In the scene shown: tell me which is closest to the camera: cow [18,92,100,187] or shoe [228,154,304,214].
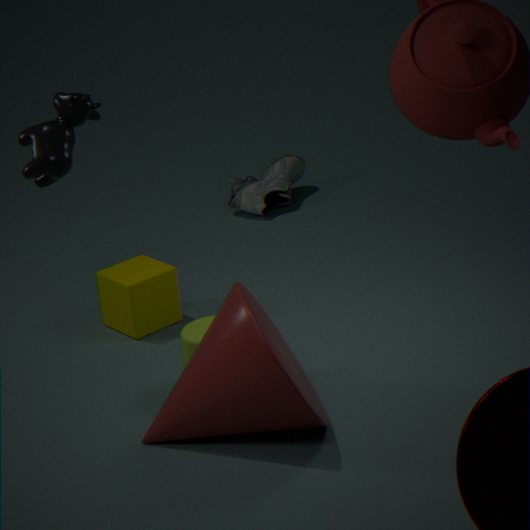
cow [18,92,100,187]
